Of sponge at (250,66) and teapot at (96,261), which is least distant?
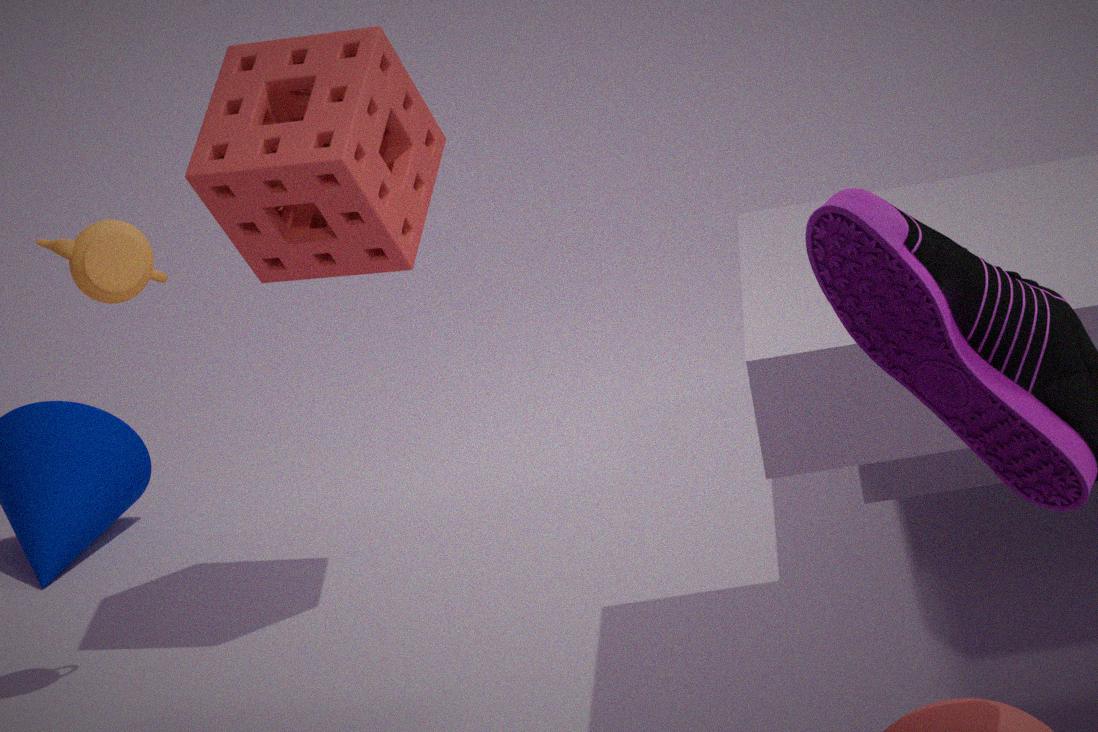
teapot at (96,261)
